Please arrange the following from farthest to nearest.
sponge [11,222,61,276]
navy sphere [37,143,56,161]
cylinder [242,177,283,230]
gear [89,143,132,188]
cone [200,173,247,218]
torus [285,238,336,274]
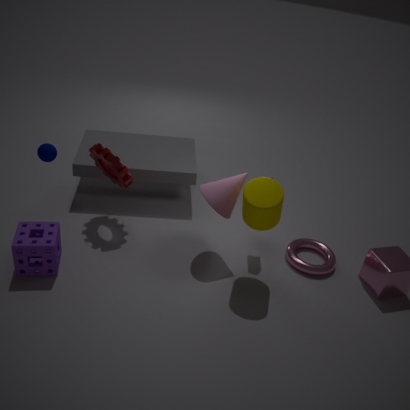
1. torus [285,238,336,274]
2. gear [89,143,132,188]
3. cone [200,173,247,218]
4. navy sphere [37,143,56,161]
5. sponge [11,222,61,276]
6. cylinder [242,177,283,230]
